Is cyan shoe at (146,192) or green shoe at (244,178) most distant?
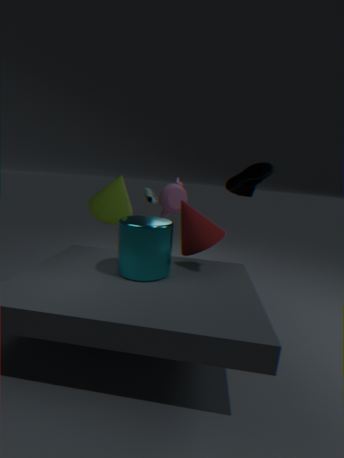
cyan shoe at (146,192)
